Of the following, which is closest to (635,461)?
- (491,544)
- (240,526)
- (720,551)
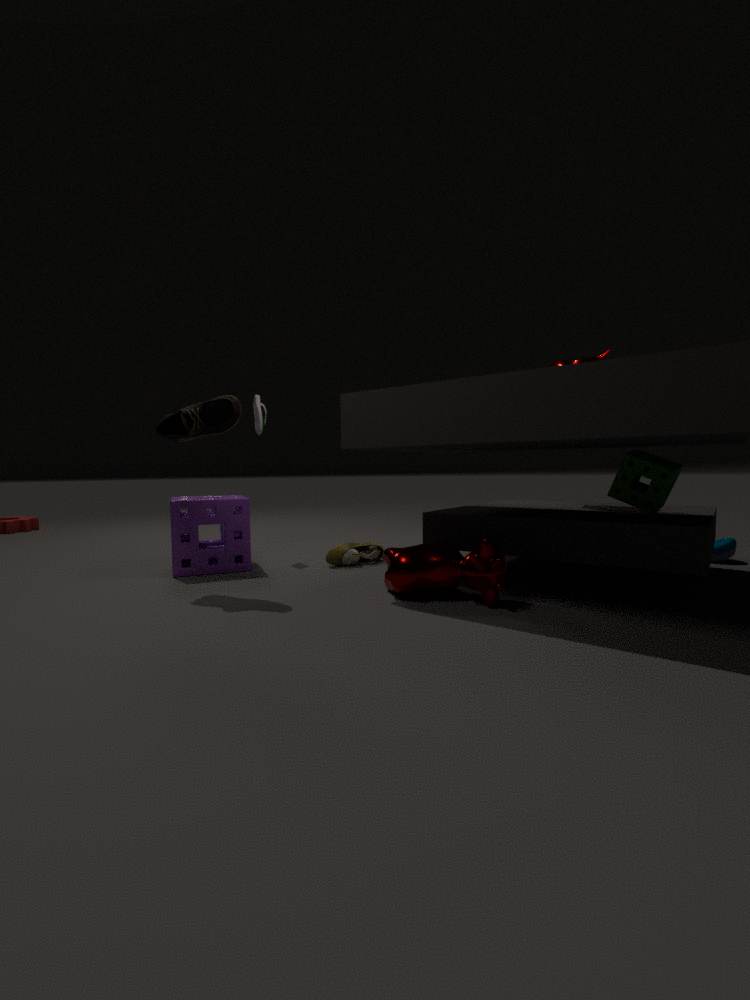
(491,544)
